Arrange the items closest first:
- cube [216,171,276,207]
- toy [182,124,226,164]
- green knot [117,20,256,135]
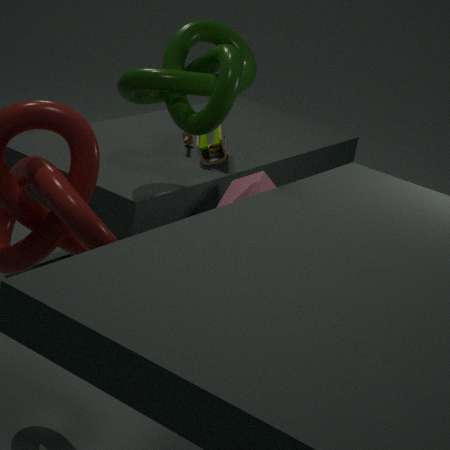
green knot [117,20,256,135] → cube [216,171,276,207] → toy [182,124,226,164]
